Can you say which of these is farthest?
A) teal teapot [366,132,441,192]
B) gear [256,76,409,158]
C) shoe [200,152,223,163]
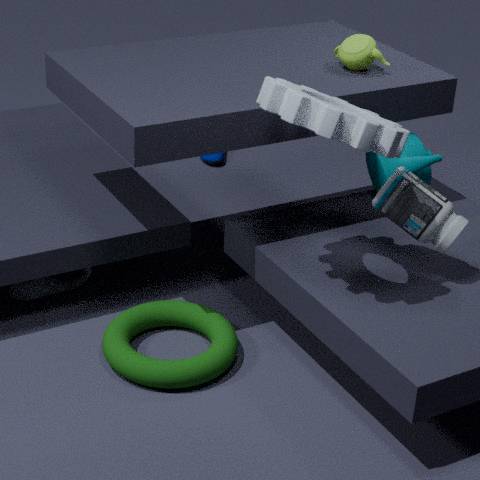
shoe [200,152,223,163]
